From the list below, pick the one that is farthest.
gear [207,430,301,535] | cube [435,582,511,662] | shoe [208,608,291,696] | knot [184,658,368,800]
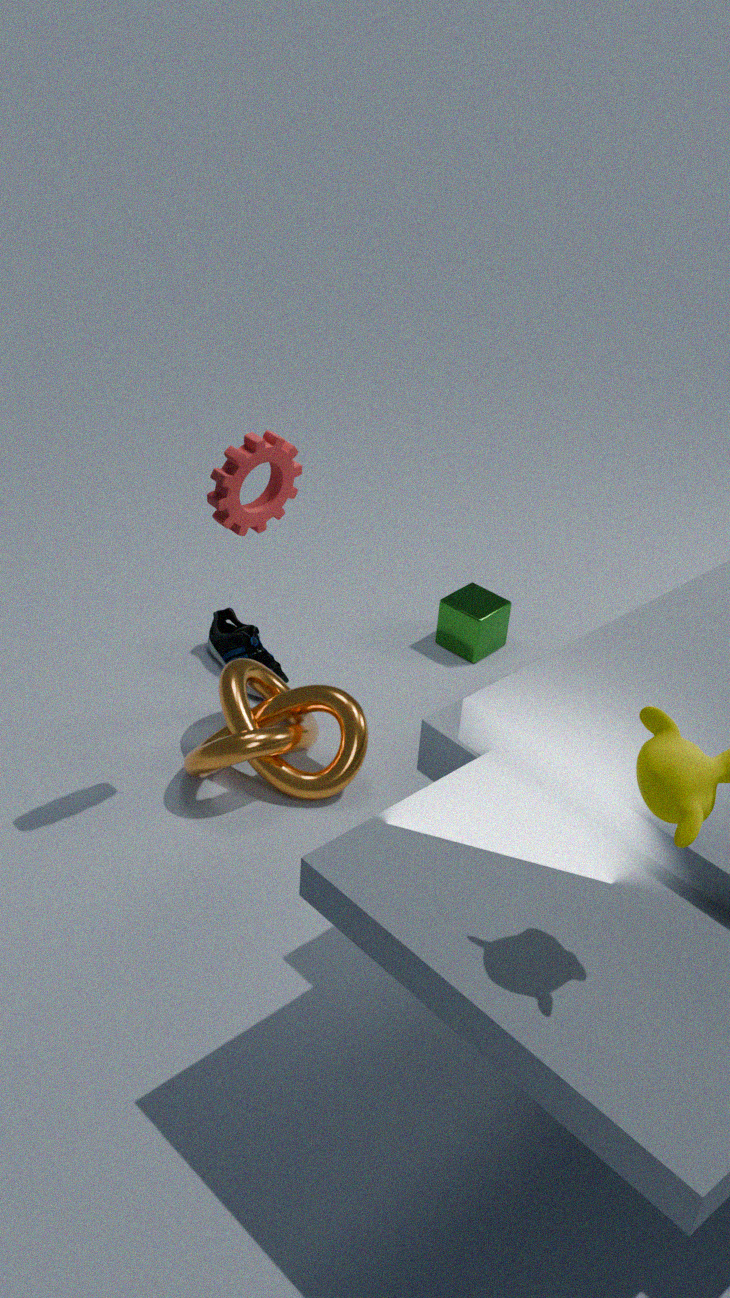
cube [435,582,511,662]
